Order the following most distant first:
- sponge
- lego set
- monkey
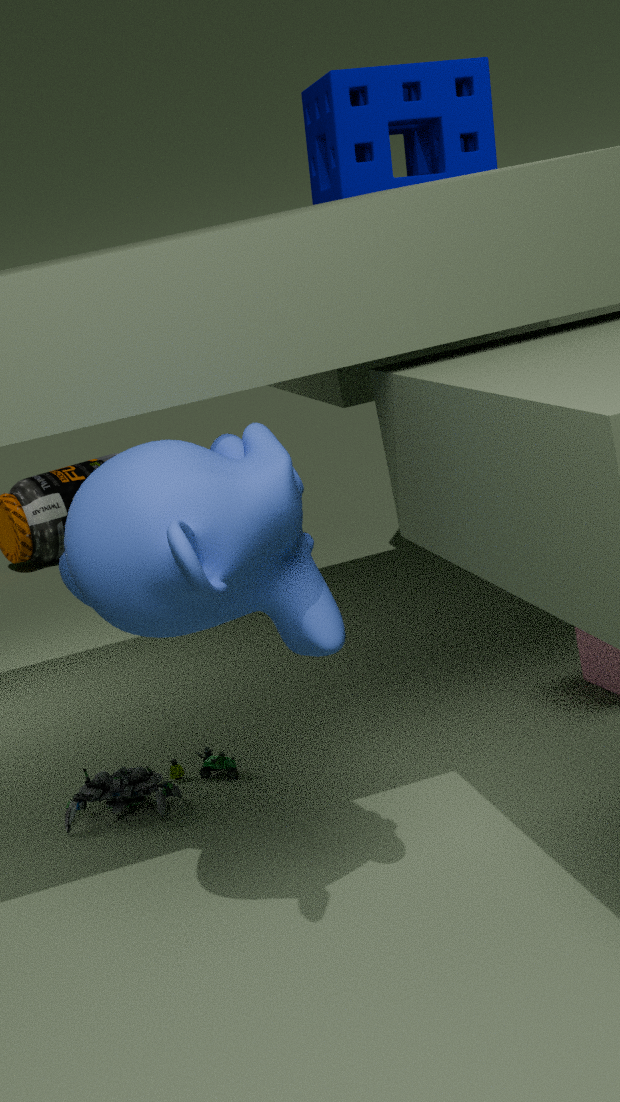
sponge → lego set → monkey
